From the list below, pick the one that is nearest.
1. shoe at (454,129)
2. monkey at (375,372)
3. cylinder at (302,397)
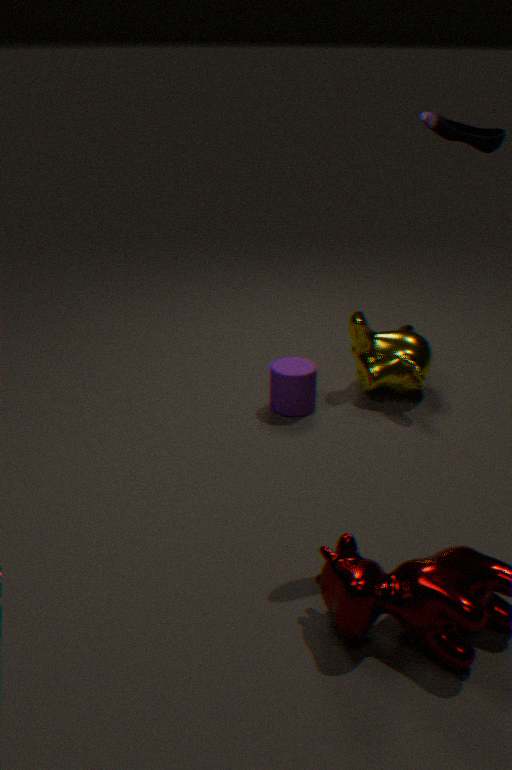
shoe at (454,129)
